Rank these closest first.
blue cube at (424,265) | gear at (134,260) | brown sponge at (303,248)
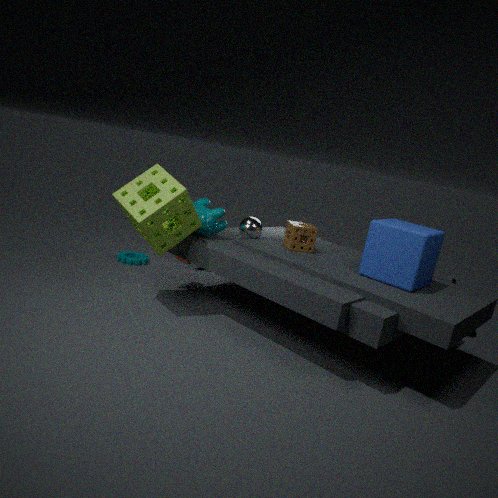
blue cube at (424,265) < brown sponge at (303,248) < gear at (134,260)
